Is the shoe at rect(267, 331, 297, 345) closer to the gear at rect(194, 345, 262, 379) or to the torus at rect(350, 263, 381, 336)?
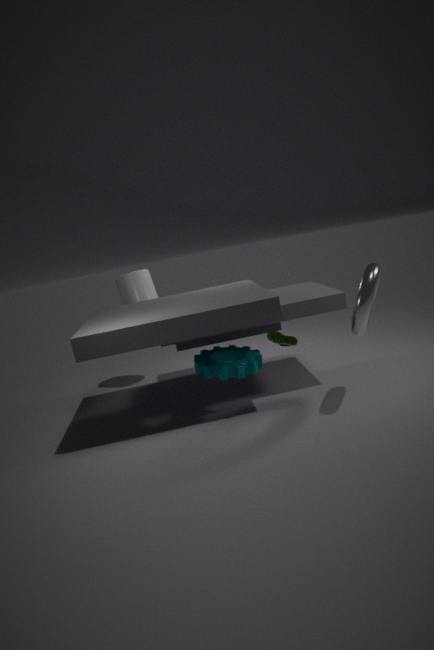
the gear at rect(194, 345, 262, 379)
